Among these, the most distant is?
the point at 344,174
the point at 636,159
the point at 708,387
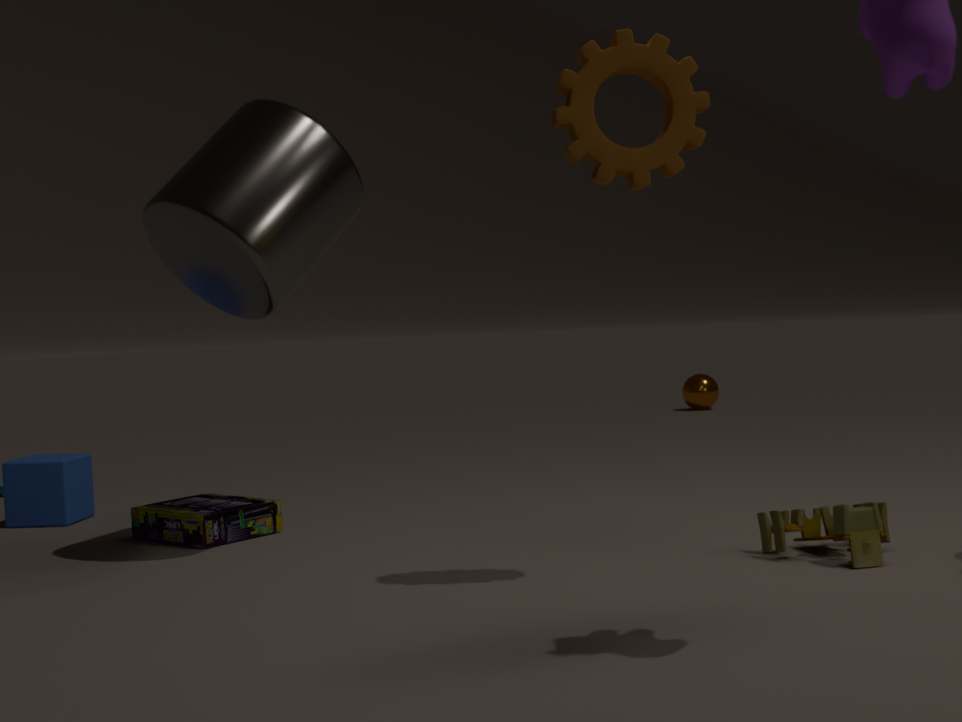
the point at 708,387
